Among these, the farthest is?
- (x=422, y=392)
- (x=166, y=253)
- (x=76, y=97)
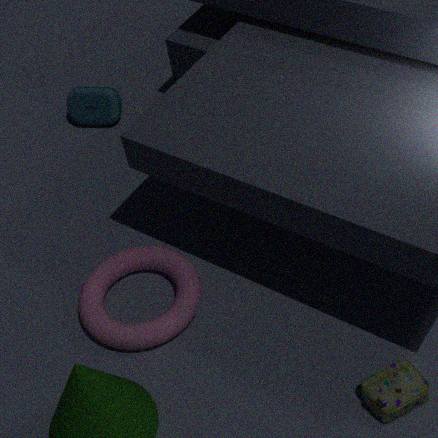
(x=76, y=97)
